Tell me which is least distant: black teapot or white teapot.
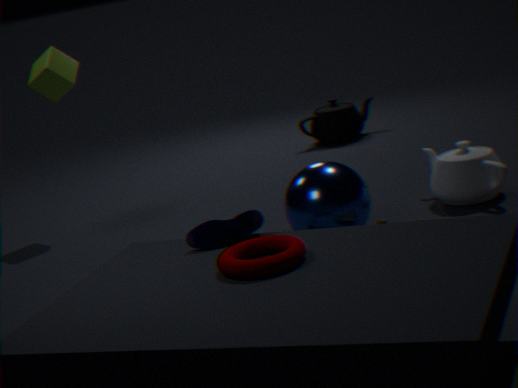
white teapot
